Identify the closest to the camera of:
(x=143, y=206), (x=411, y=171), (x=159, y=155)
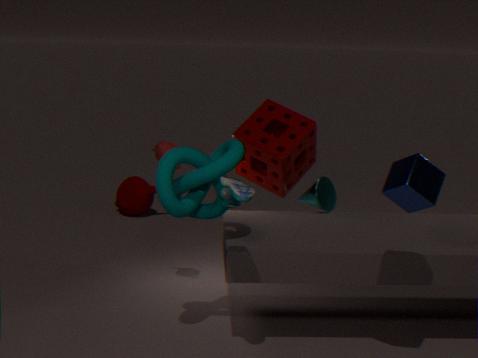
(x=411, y=171)
